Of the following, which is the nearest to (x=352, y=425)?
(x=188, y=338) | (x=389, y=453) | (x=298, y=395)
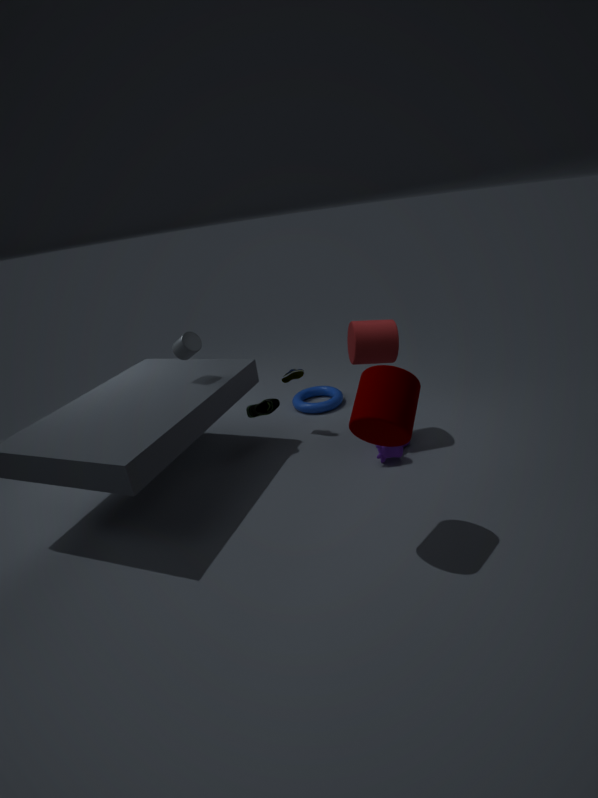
(x=389, y=453)
